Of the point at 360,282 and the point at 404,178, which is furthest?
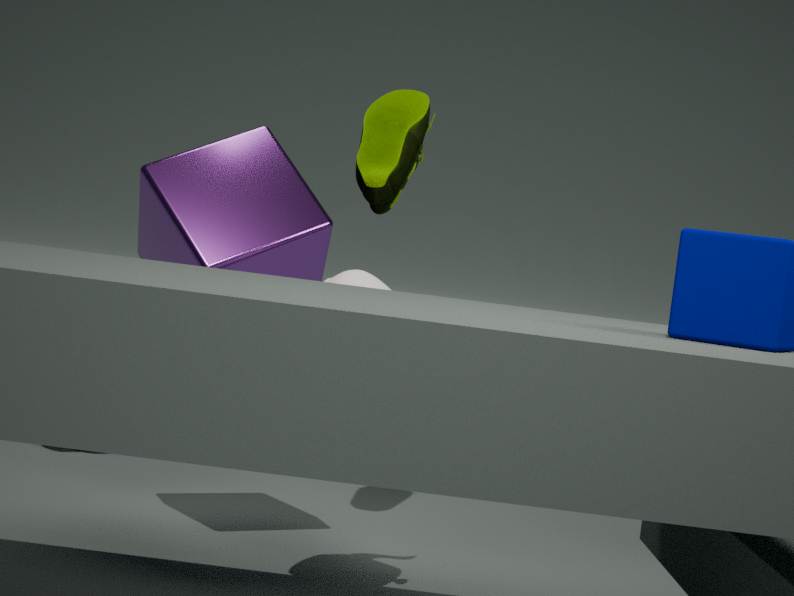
the point at 404,178
